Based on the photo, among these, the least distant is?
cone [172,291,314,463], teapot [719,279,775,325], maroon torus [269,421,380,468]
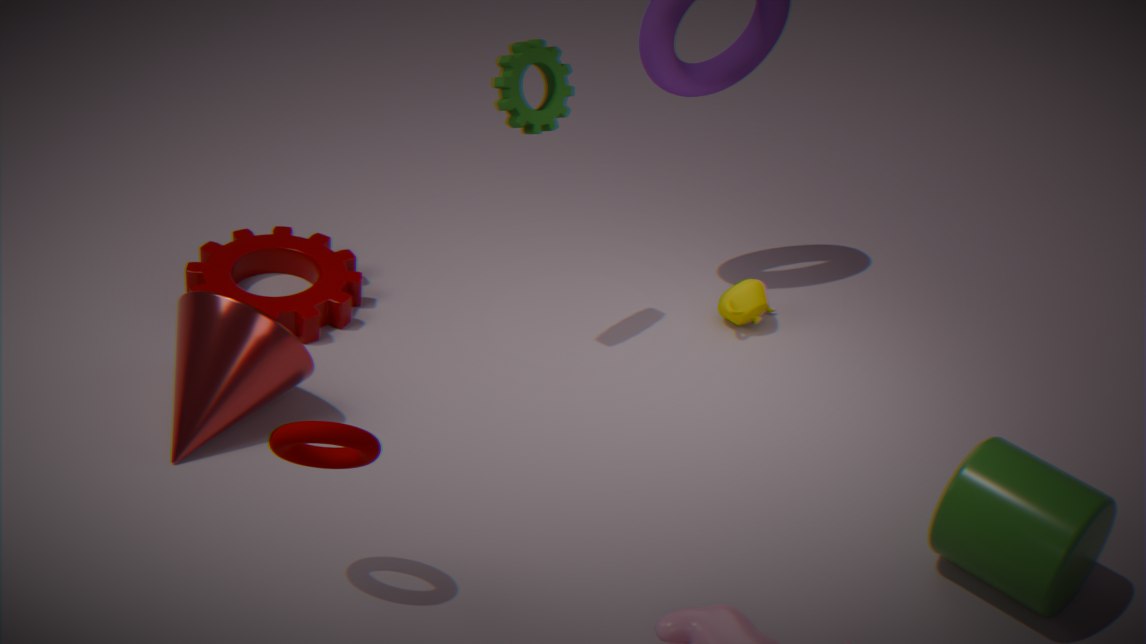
maroon torus [269,421,380,468]
